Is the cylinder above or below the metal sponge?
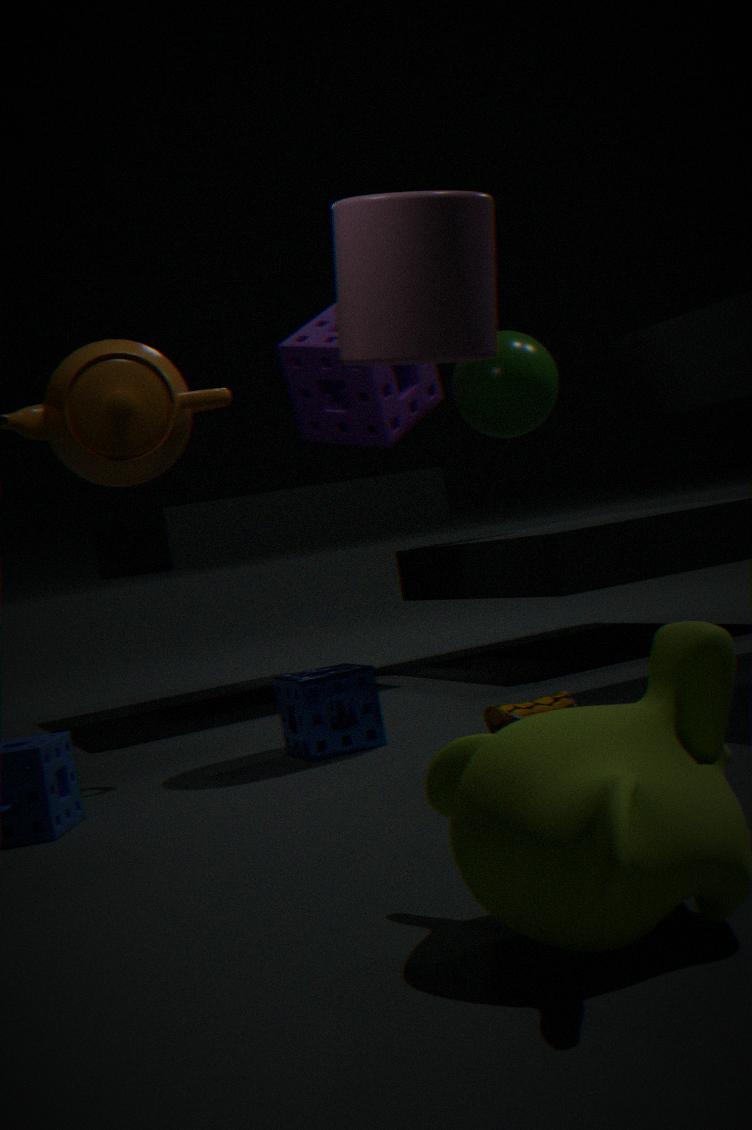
above
